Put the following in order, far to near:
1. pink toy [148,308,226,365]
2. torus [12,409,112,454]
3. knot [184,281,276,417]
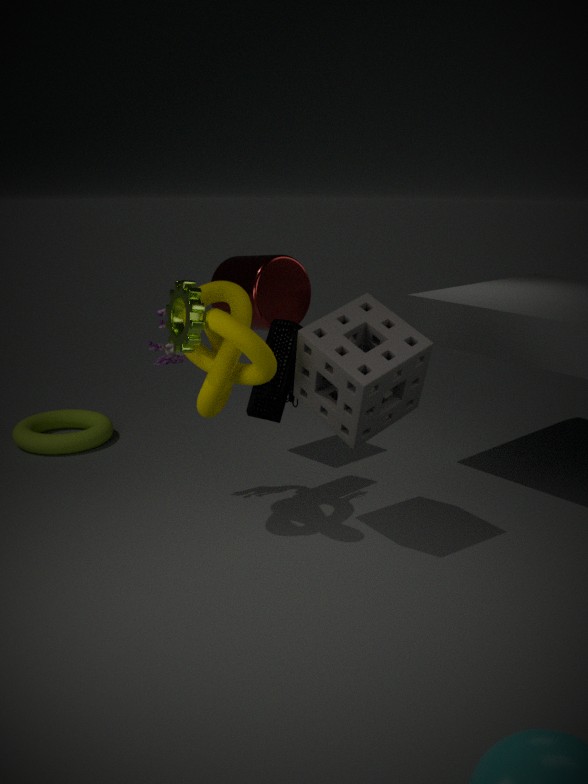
1. torus [12,409,112,454]
2. pink toy [148,308,226,365]
3. knot [184,281,276,417]
